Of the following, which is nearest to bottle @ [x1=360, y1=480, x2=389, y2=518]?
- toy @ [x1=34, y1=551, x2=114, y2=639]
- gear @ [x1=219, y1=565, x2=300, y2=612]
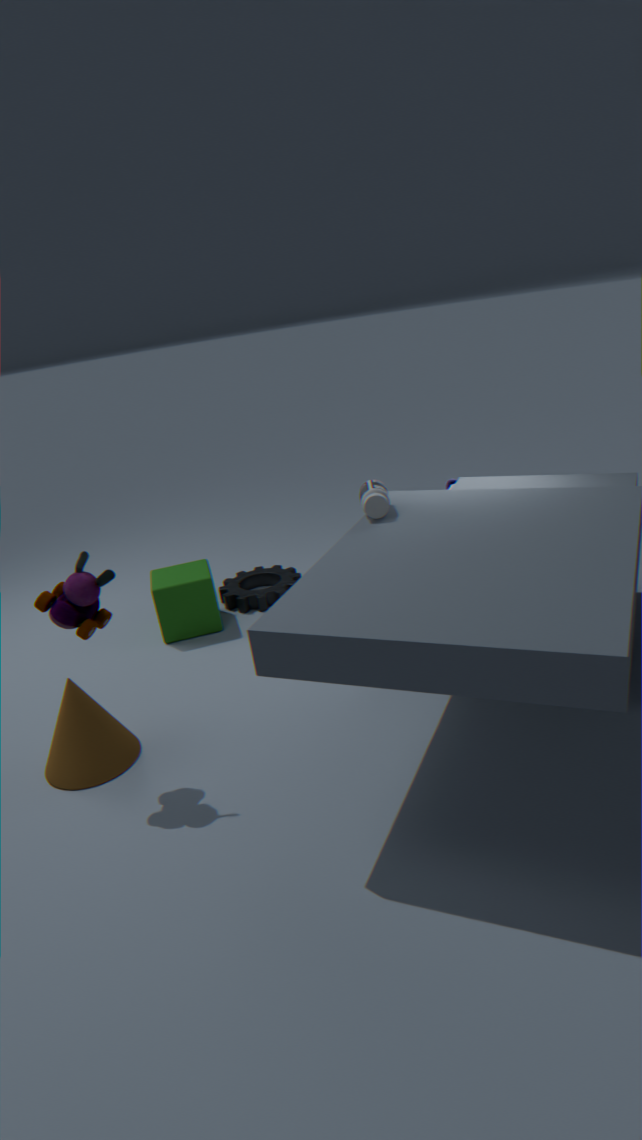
toy @ [x1=34, y1=551, x2=114, y2=639]
